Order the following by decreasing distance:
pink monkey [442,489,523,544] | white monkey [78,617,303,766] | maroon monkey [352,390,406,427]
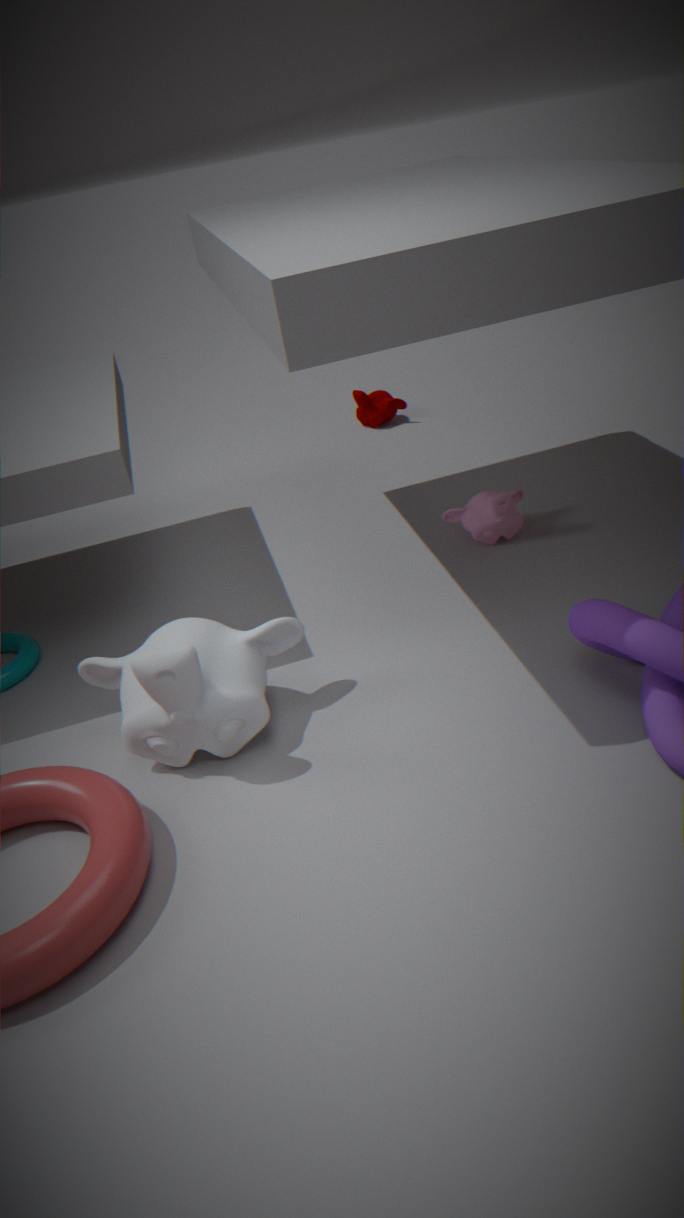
maroon monkey [352,390,406,427], pink monkey [442,489,523,544], white monkey [78,617,303,766]
